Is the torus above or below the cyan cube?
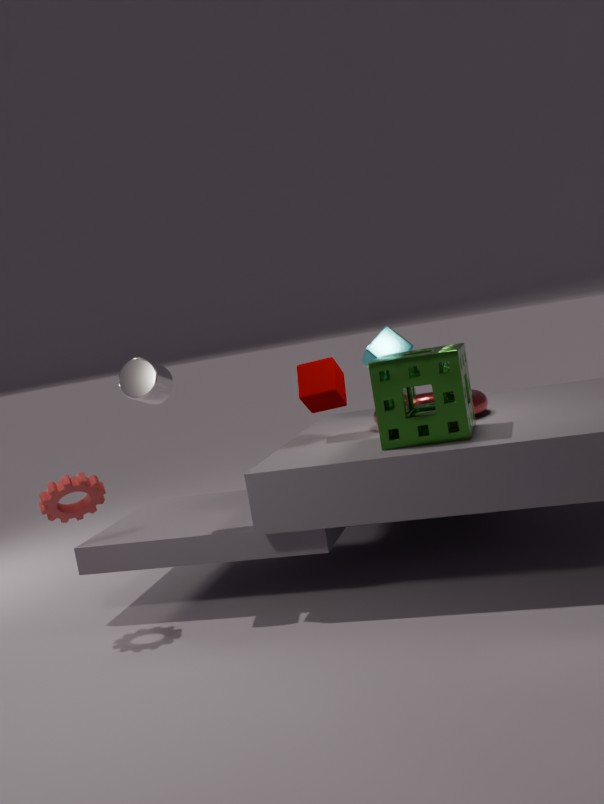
below
